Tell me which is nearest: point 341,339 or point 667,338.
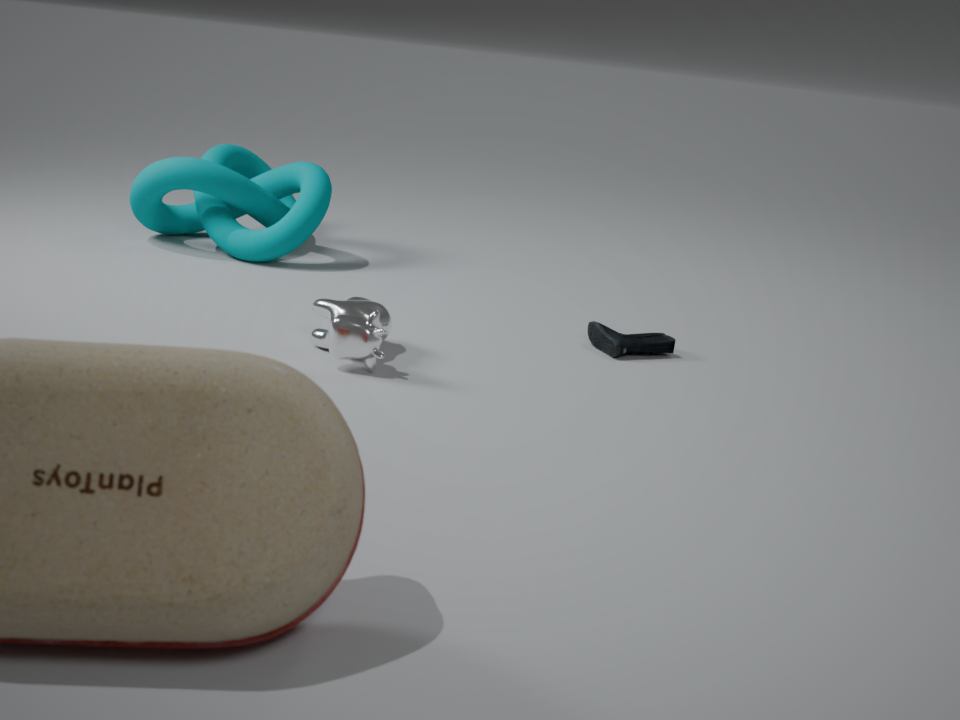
point 341,339
